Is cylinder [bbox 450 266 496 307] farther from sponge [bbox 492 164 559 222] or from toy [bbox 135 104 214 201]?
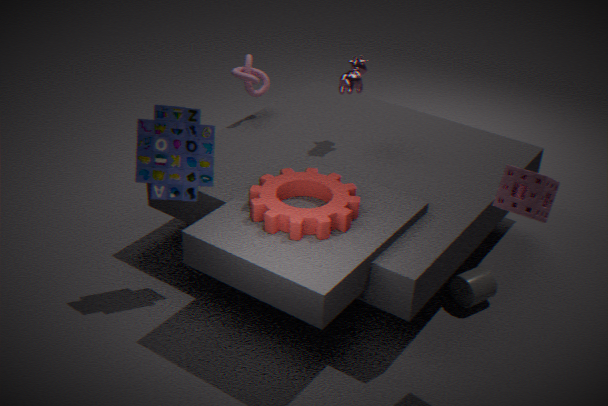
toy [bbox 135 104 214 201]
